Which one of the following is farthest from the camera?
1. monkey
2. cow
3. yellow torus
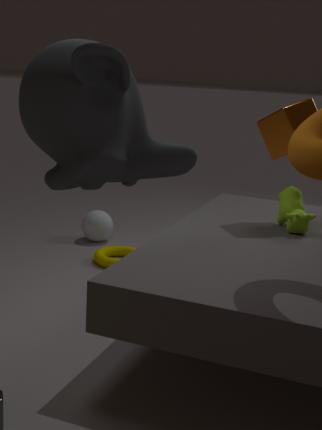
yellow torus
